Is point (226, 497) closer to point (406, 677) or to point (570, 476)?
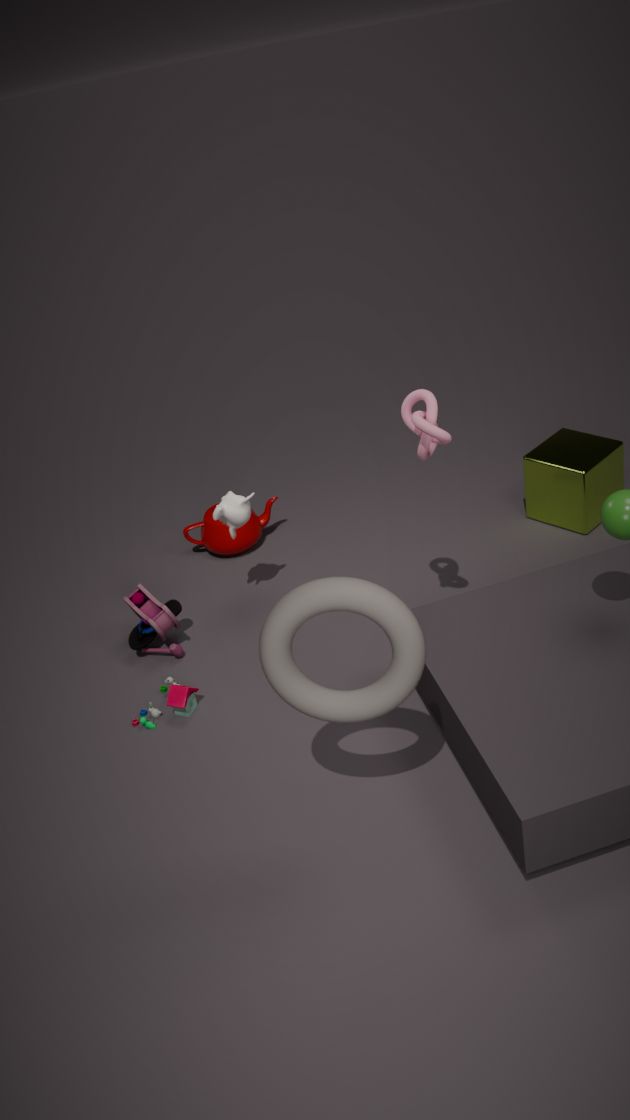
point (406, 677)
